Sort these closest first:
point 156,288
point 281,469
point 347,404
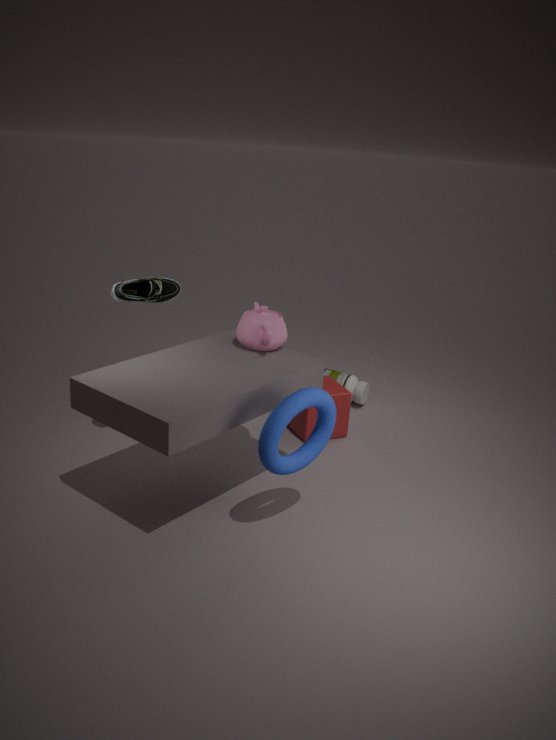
point 281,469 < point 156,288 < point 347,404
